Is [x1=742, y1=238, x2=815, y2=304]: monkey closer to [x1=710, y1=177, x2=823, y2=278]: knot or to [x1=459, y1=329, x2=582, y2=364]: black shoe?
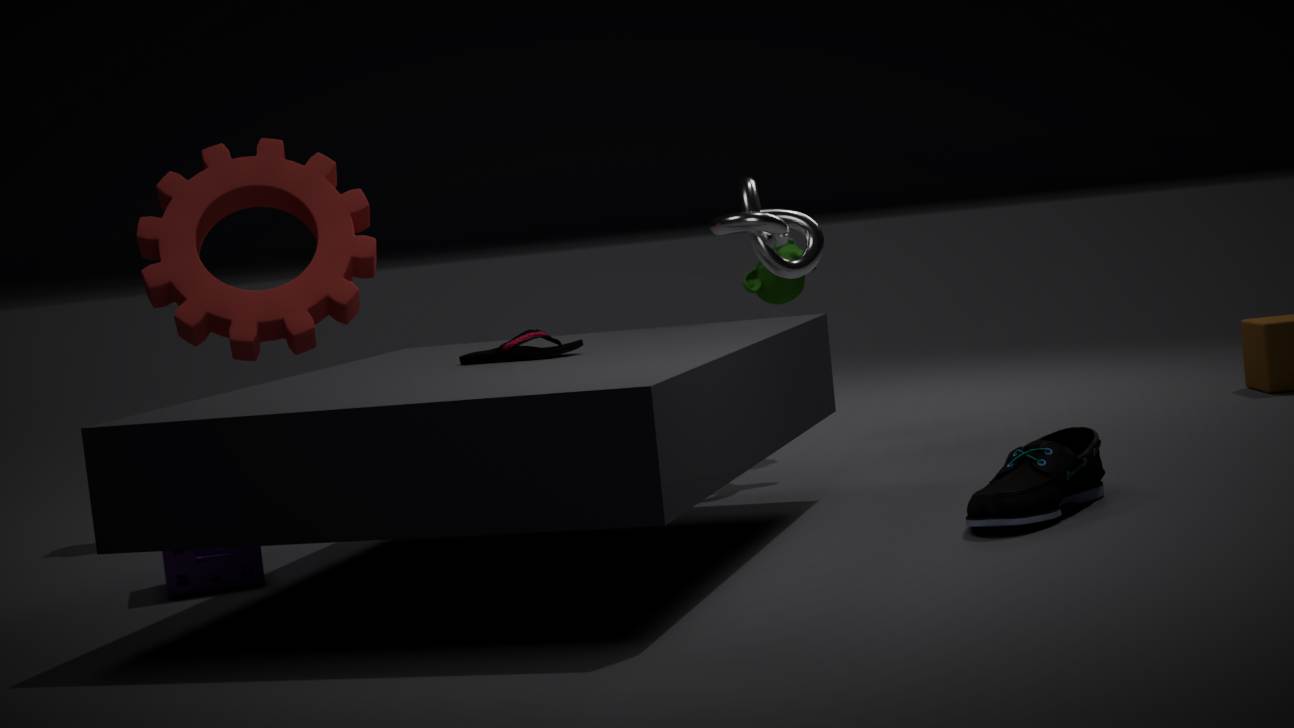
[x1=710, y1=177, x2=823, y2=278]: knot
